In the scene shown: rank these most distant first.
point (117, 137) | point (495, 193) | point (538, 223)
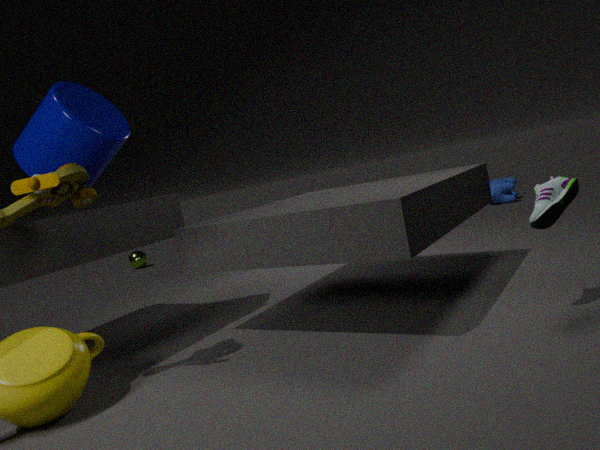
point (495, 193) < point (117, 137) < point (538, 223)
